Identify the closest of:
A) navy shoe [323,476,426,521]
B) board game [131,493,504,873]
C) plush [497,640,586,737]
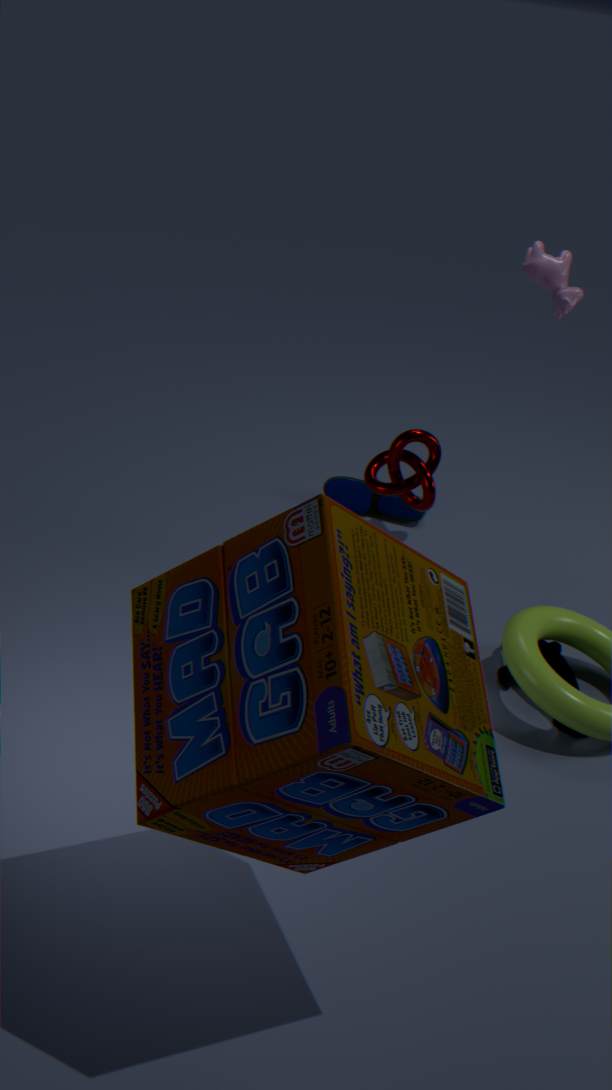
B. board game [131,493,504,873]
